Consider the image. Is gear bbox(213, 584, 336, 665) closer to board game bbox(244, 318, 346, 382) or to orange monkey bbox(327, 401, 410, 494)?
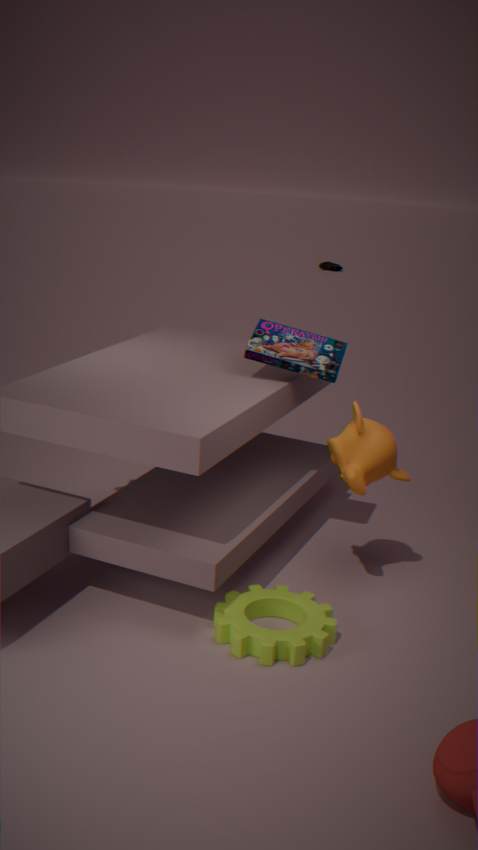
orange monkey bbox(327, 401, 410, 494)
